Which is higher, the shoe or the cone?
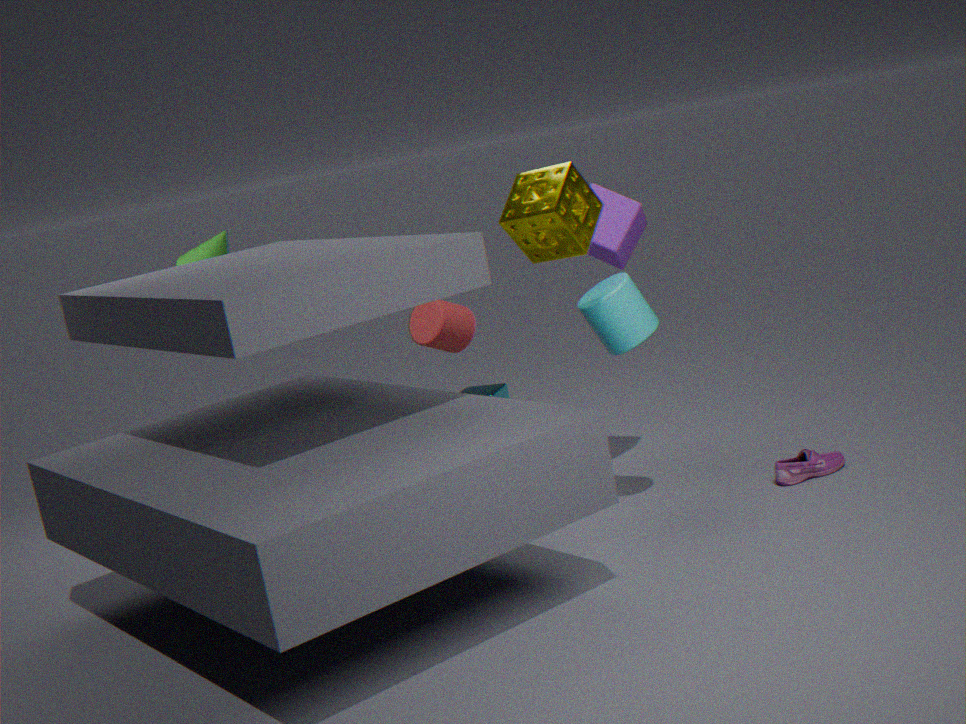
the cone
